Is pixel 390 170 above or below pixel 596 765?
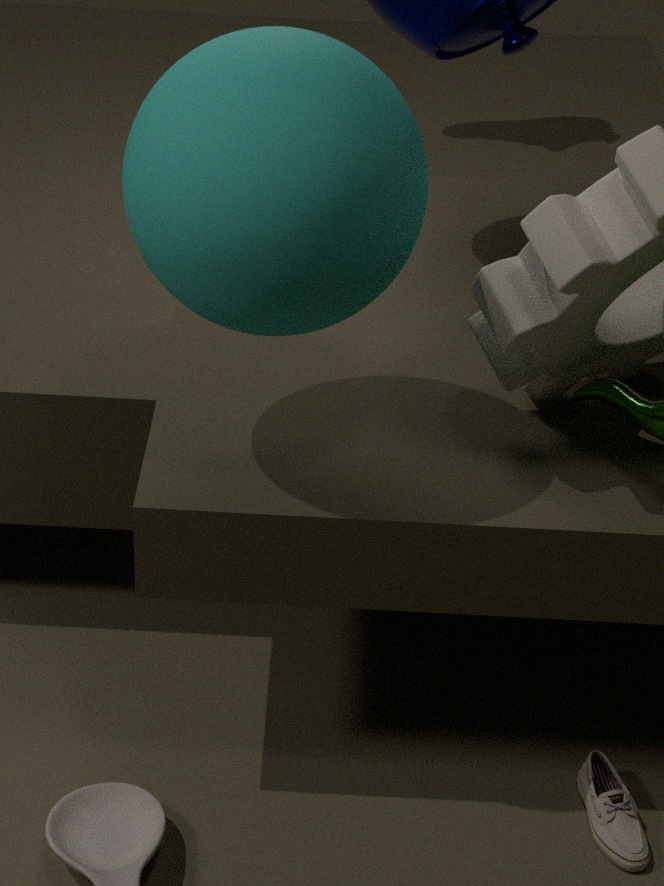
above
